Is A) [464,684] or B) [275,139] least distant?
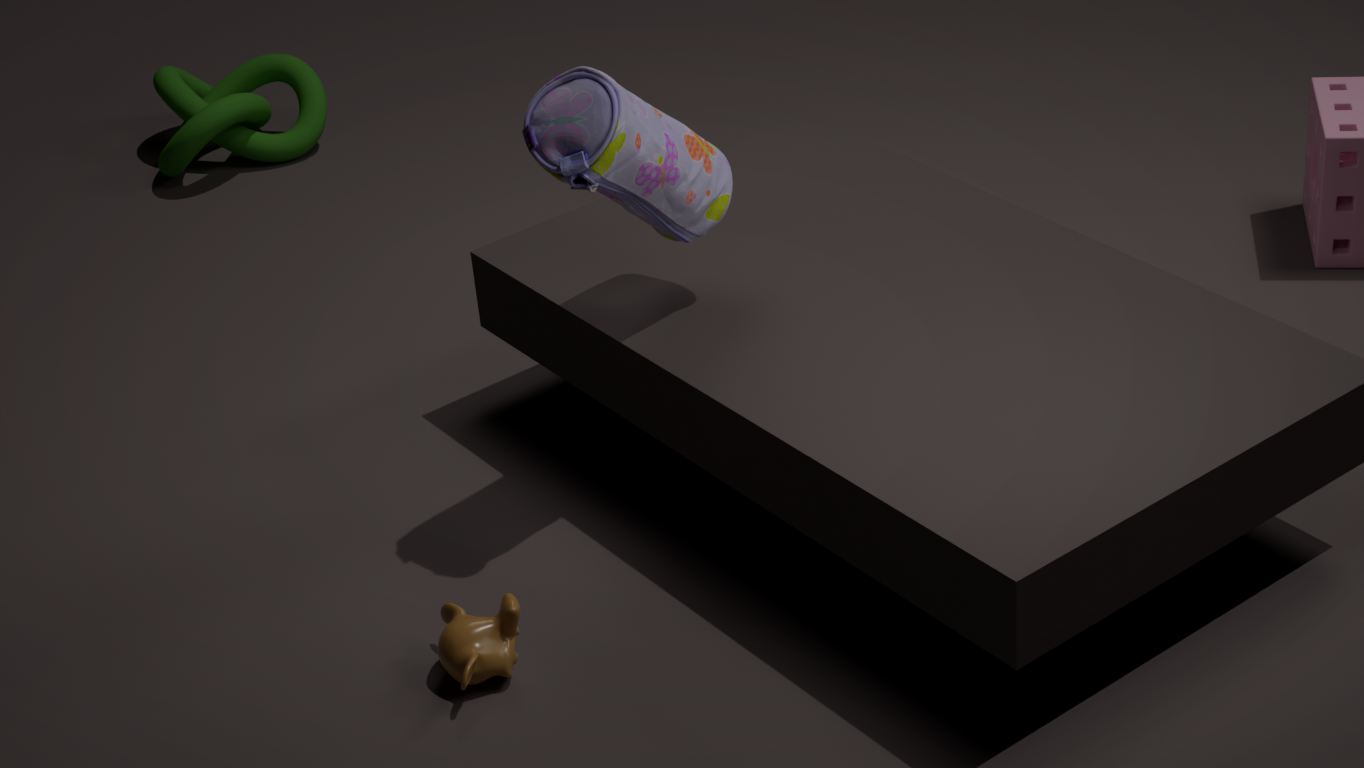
A. [464,684]
